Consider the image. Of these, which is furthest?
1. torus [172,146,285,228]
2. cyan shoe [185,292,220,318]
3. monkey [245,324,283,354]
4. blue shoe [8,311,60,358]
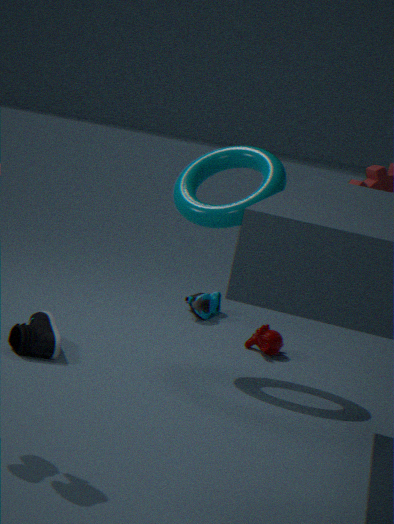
cyan shoe [185,292,220,318]
